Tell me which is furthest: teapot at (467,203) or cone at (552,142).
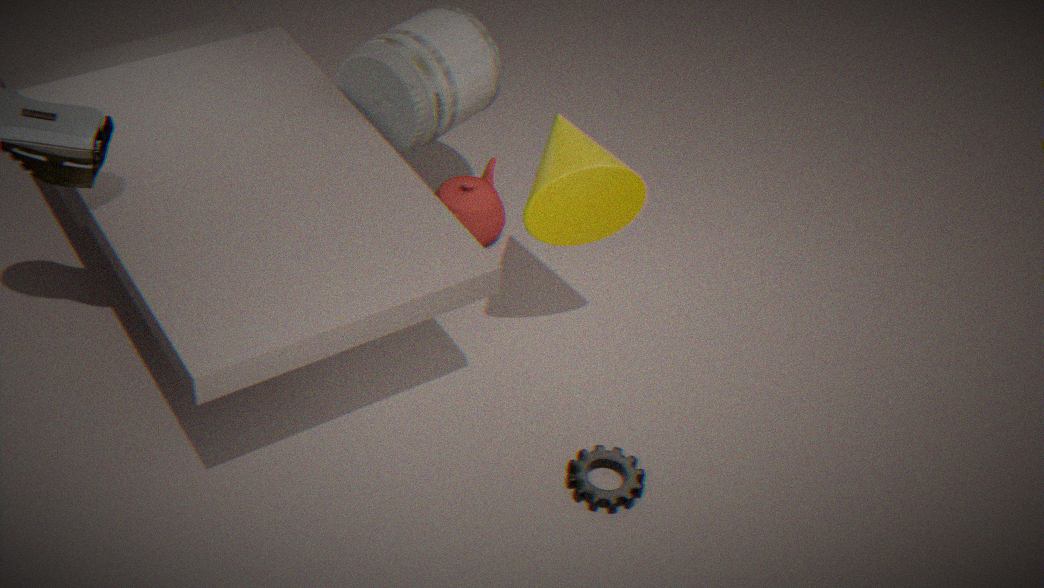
teapot at (467,203)
